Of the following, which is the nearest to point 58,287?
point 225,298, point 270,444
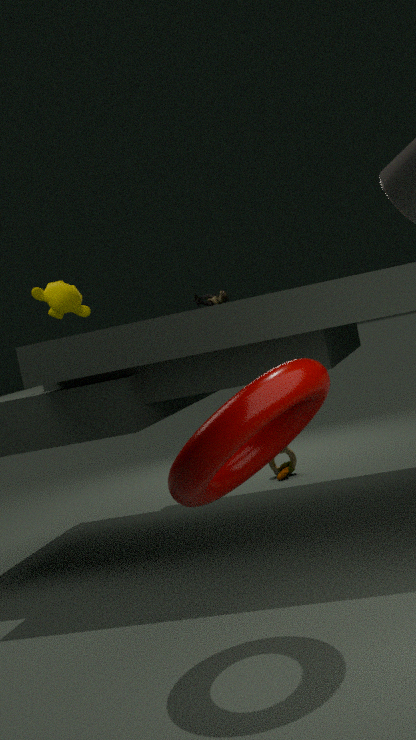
point 225,298
